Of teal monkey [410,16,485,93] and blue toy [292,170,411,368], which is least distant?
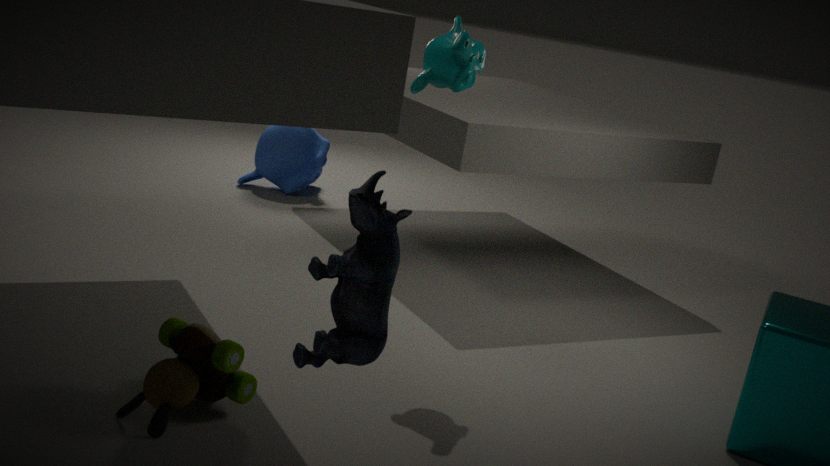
blue toy [292,170,411,368]
